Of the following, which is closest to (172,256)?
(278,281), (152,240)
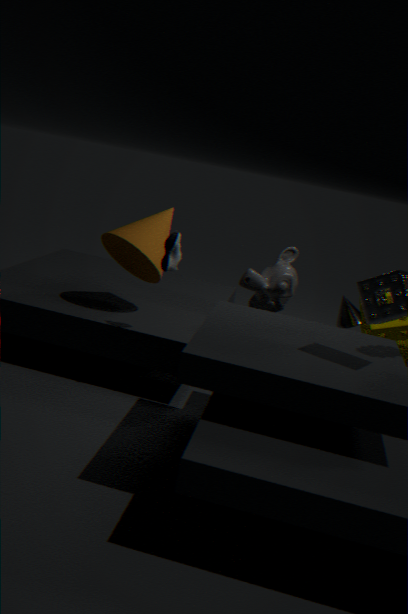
(152,240)
